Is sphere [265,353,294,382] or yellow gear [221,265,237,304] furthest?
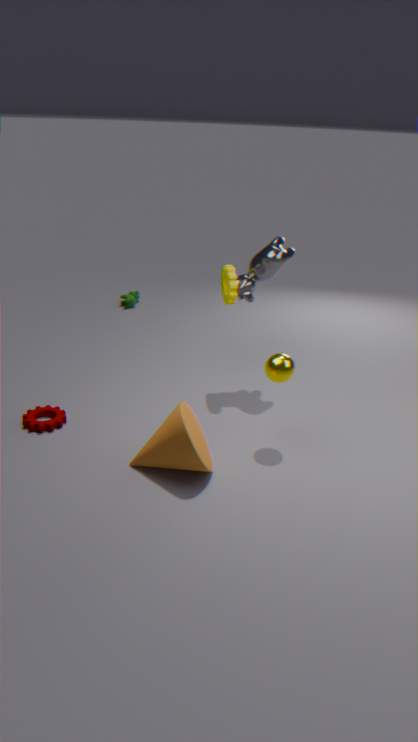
yellow gear [221,265,237,304]
